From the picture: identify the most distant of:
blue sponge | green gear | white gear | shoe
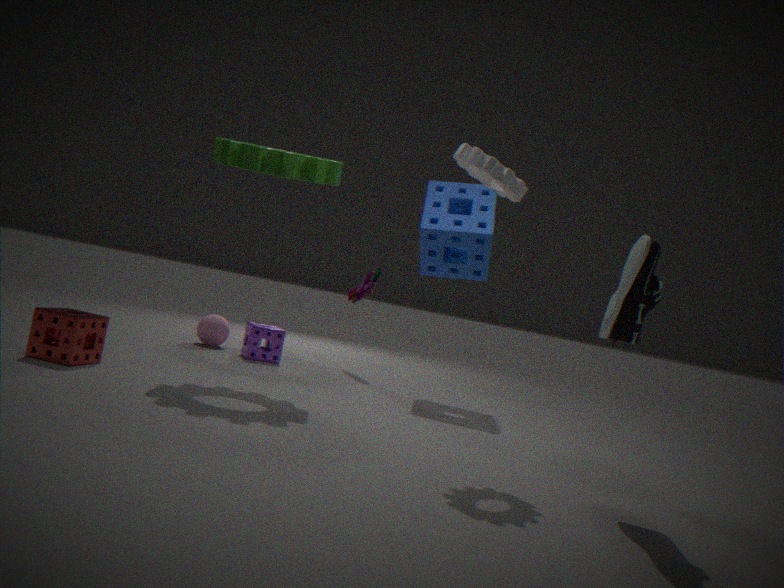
blue sponge
